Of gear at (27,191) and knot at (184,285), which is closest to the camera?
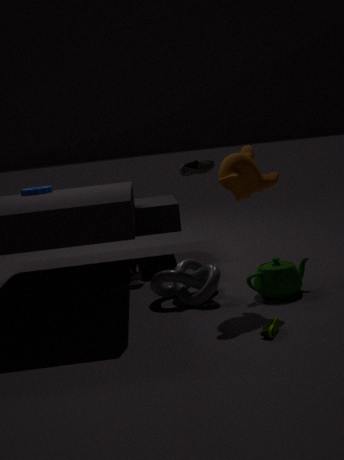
knot at (184,285)
